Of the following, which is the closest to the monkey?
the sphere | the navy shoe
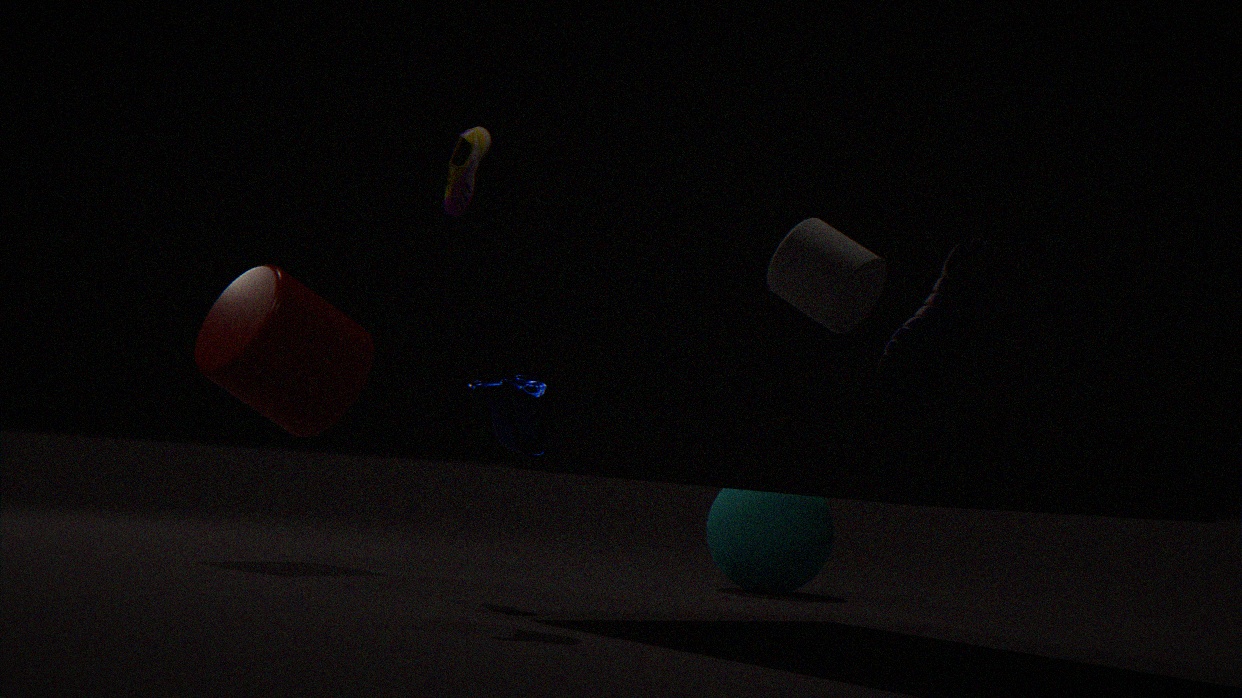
the navy shoe
